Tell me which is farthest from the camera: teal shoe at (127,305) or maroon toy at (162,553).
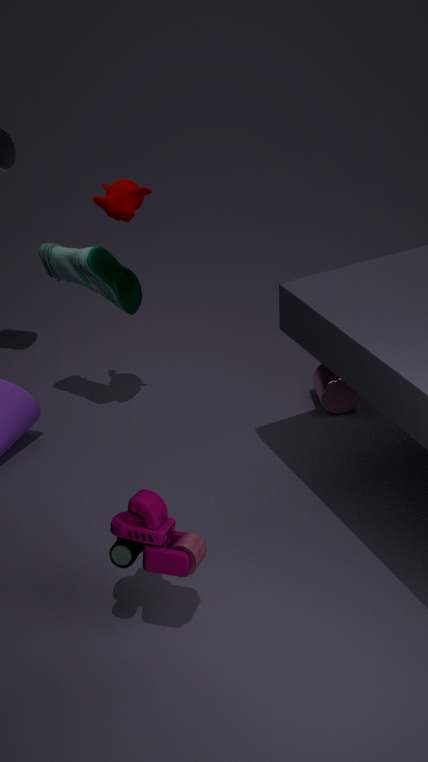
teal shoe at (127,305)
